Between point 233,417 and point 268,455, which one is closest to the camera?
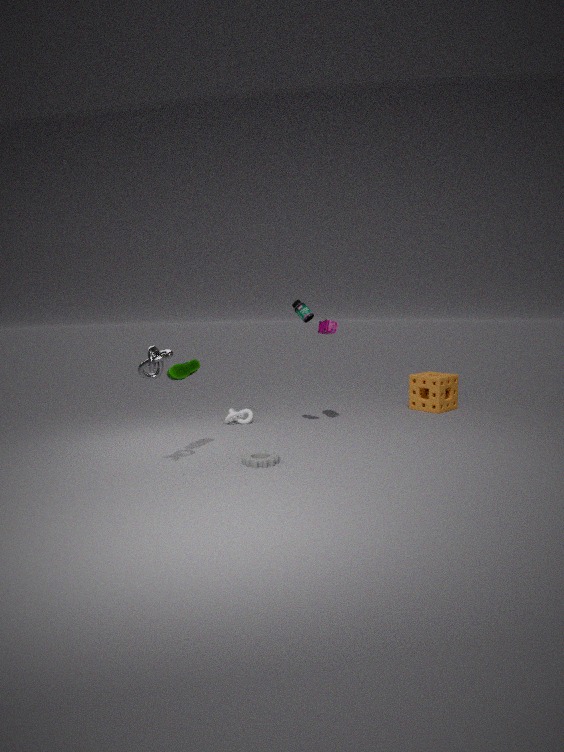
point 268,455
